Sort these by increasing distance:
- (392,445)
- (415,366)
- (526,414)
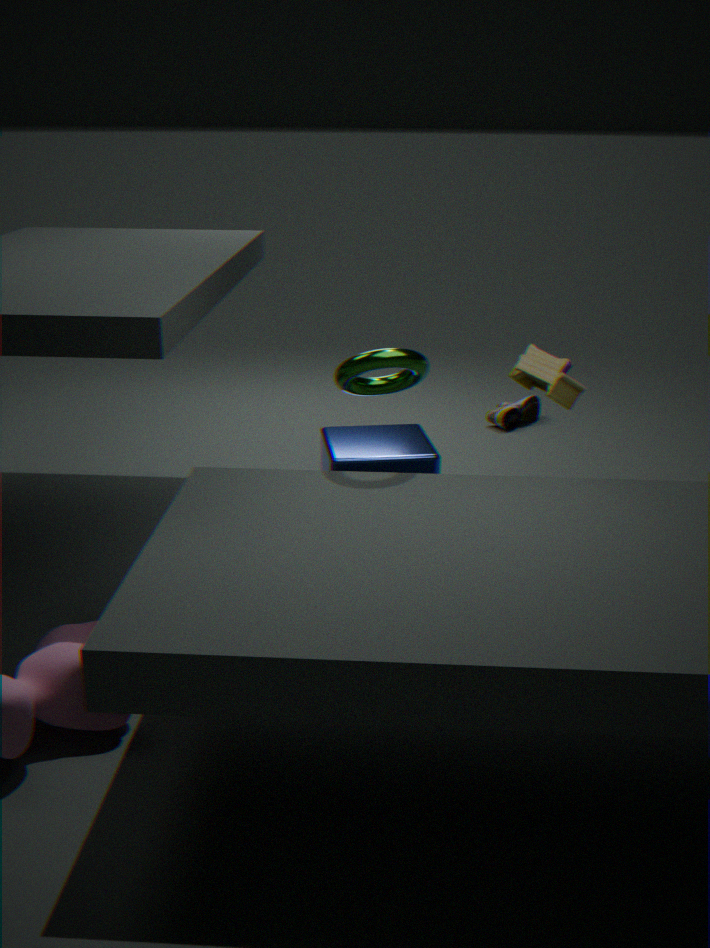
(415,366) → (392,445) → (526,414)
